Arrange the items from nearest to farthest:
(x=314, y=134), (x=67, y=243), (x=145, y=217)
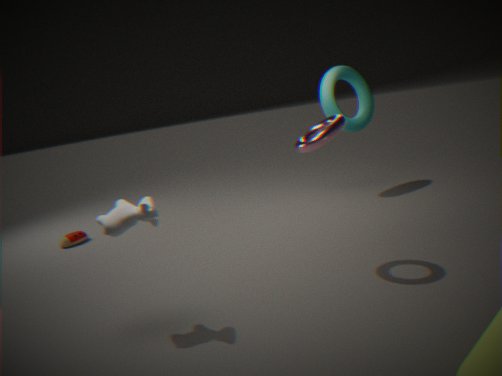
(x=145, y=217) → (x=314, y=134) → (x=67, y=243)
